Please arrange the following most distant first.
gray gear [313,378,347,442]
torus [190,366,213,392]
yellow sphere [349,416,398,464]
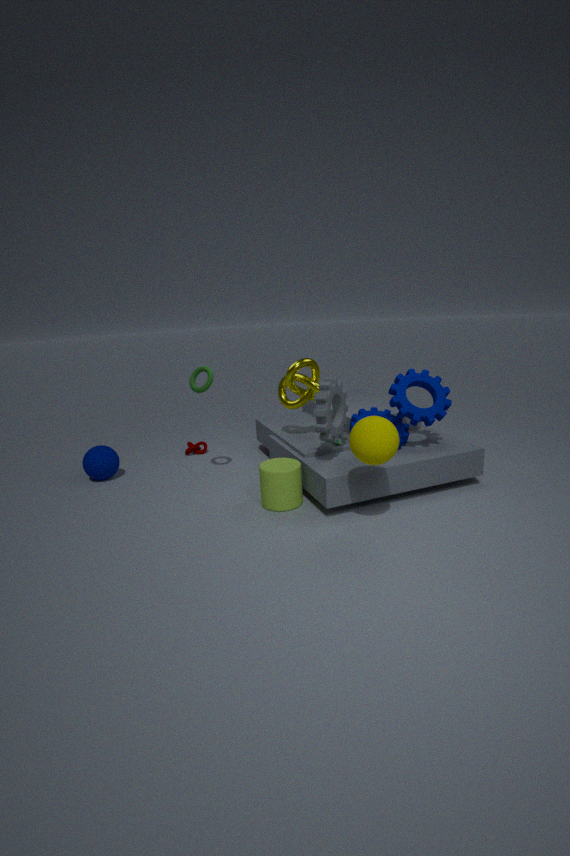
torus [190,366,213,392] → gray gear [313,378,347,442] → yellow sphere [349,416,398,464]
